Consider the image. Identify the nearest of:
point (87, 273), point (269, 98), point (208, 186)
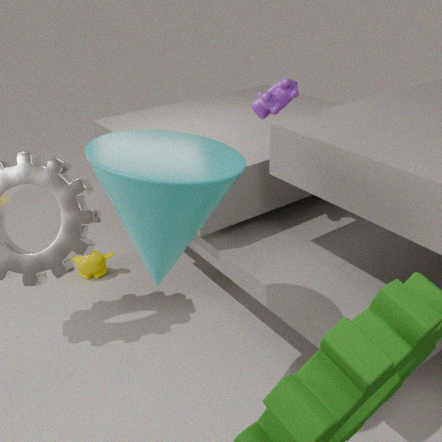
point (208, 186)
